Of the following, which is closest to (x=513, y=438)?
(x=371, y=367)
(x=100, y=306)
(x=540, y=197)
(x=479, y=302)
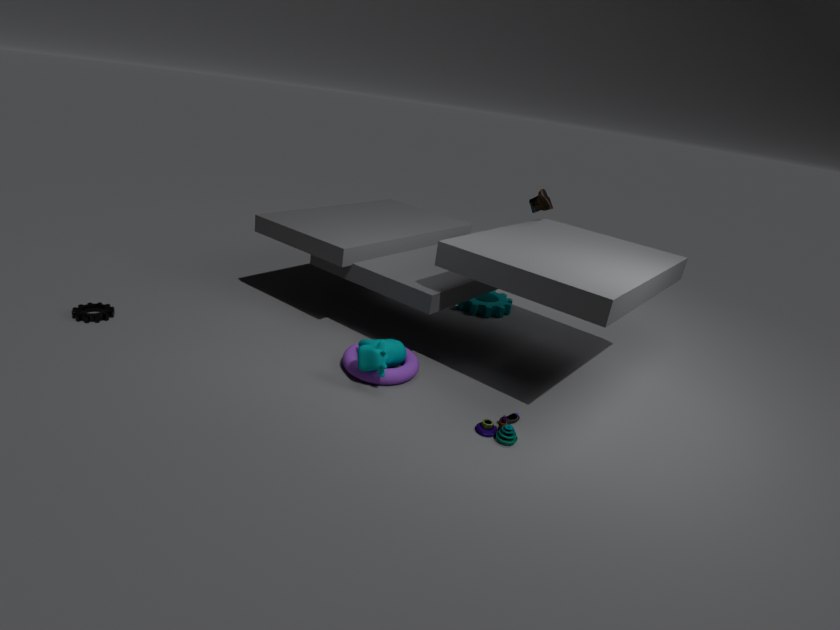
(x=371, y=367)
